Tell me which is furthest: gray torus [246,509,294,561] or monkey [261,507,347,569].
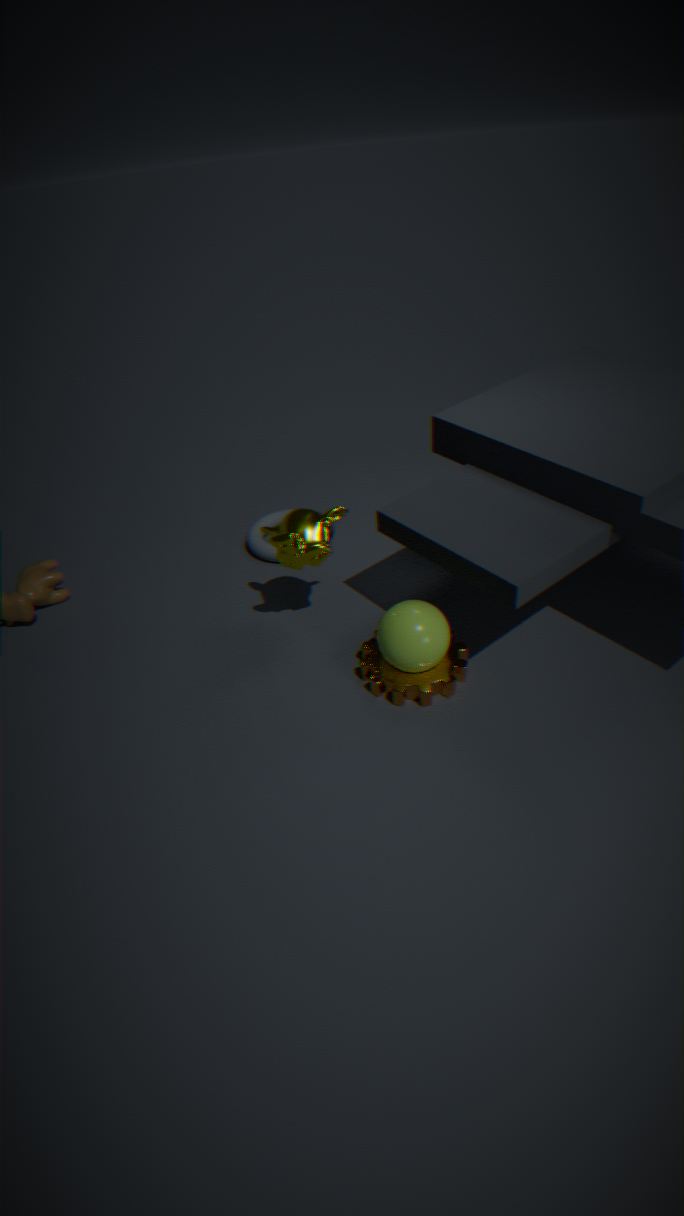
gray torus [246,509,294,561]
